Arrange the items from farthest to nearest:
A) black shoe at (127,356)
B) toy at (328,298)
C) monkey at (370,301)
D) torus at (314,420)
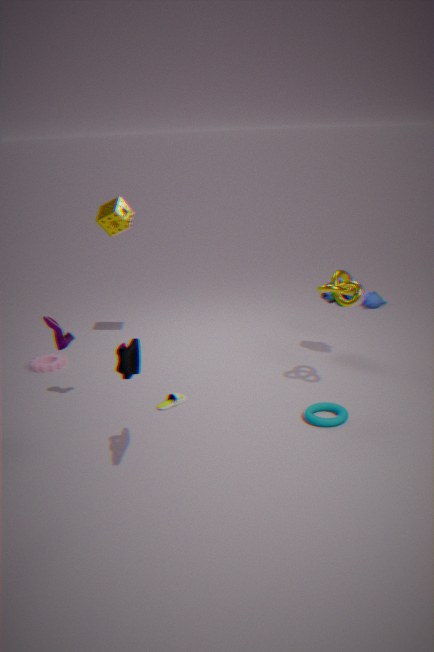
monkey at (370,301) → toy at (328,298) → torus at (314,420) → black shoe at (127,356)
